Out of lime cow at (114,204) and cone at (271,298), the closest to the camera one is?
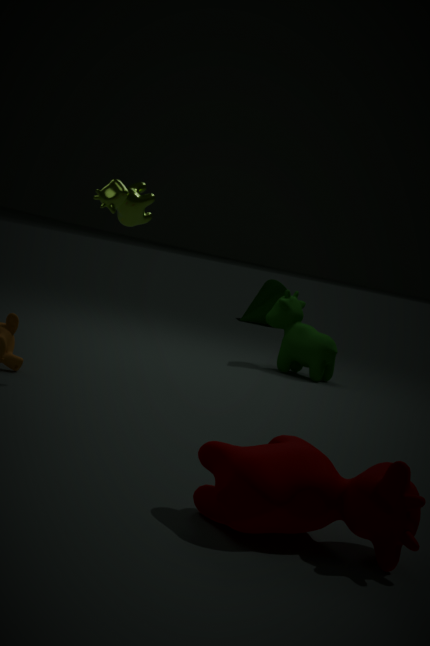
lime cow at (114,204)
